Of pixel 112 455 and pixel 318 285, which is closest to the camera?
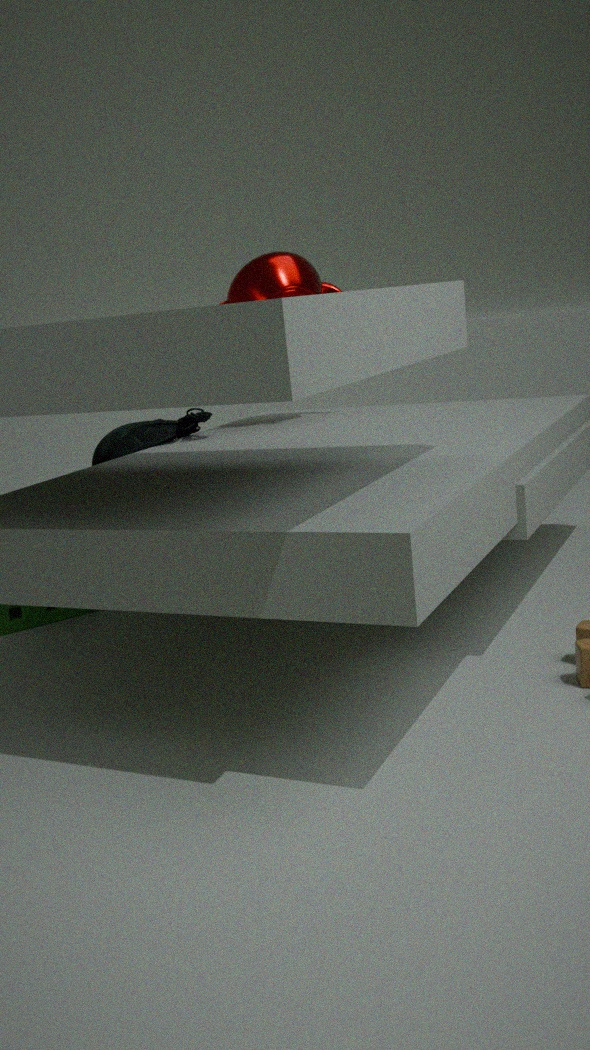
pixel 112 455
